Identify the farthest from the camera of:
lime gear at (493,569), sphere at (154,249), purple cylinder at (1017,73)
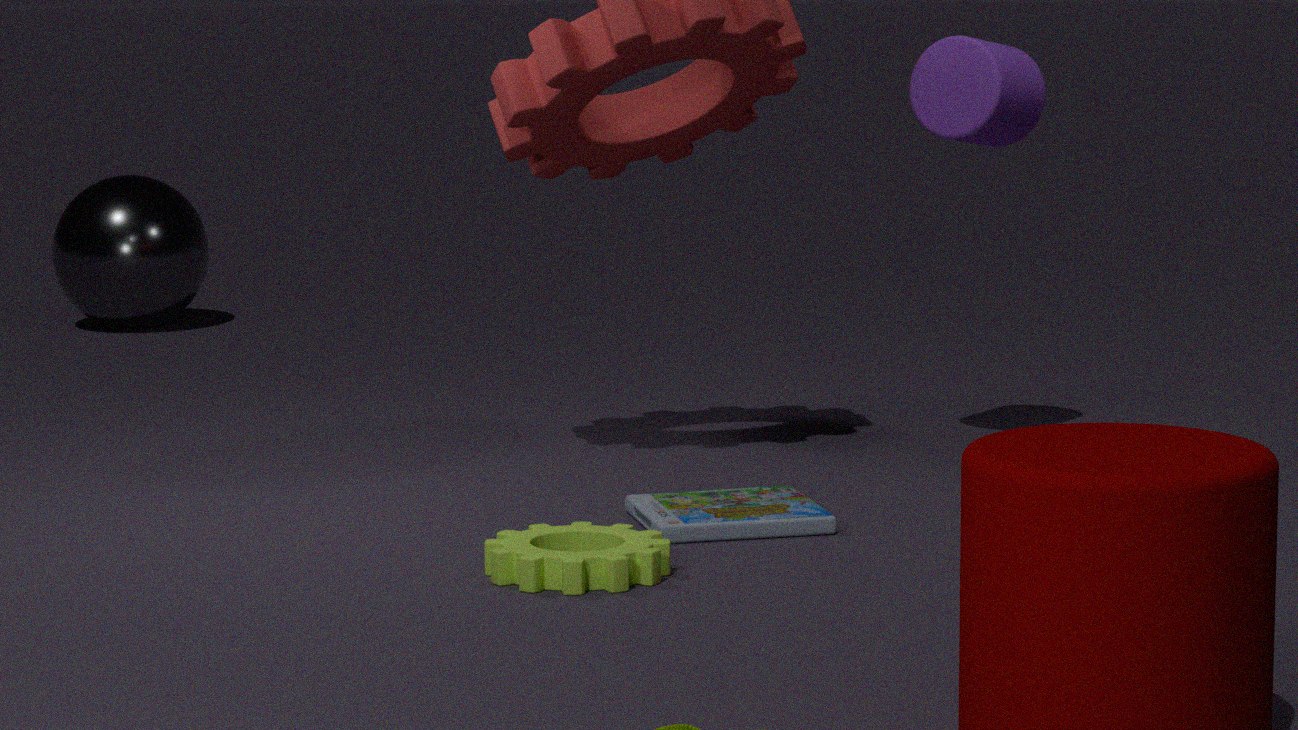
sphere at (154,249)
